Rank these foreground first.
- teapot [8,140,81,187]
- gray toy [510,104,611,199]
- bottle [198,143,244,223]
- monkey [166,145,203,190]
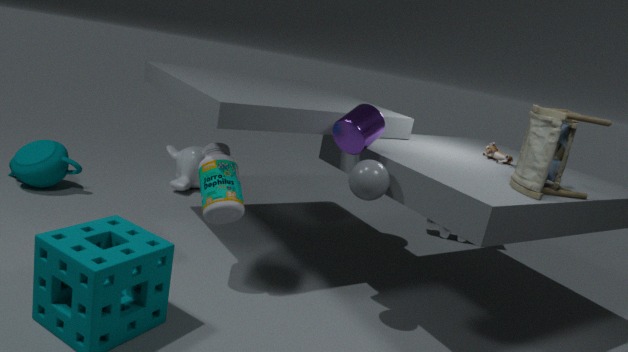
gray toy [510,104,611,199] < bottle [198,143,244,223] < teapot [8,140,81,187] < monkey [166,145,203,190]
